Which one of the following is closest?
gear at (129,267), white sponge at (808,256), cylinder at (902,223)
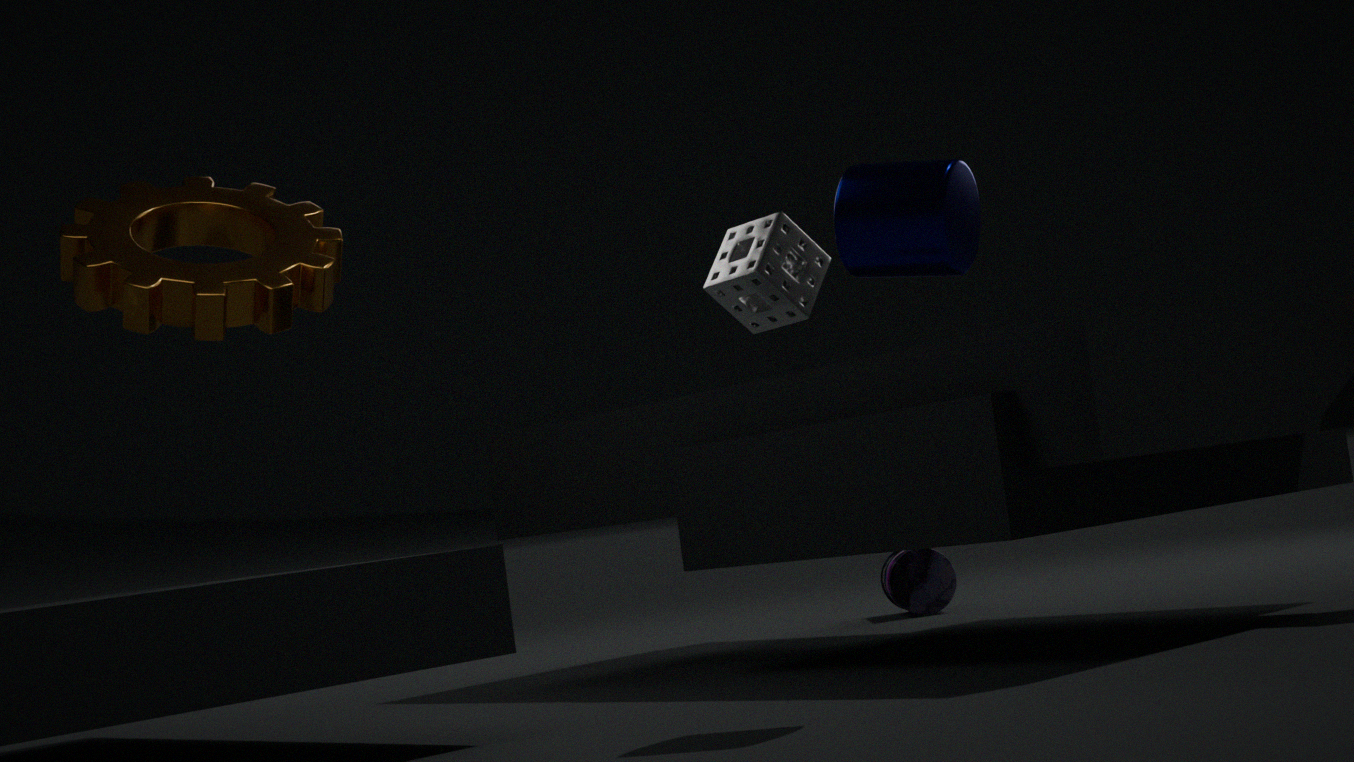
cylinder at (902,223)
